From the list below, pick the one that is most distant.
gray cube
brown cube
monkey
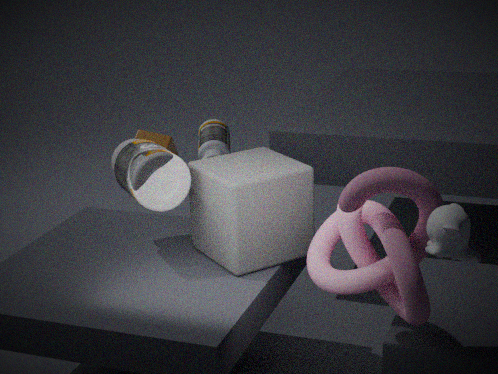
brown cube
